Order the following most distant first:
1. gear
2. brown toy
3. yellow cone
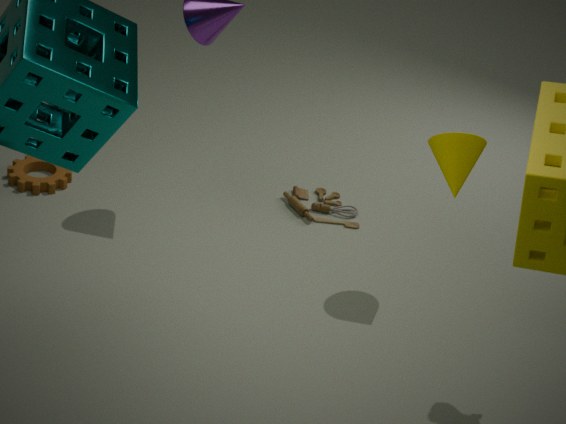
1. brown toy
2. gear
3. yellow cone
